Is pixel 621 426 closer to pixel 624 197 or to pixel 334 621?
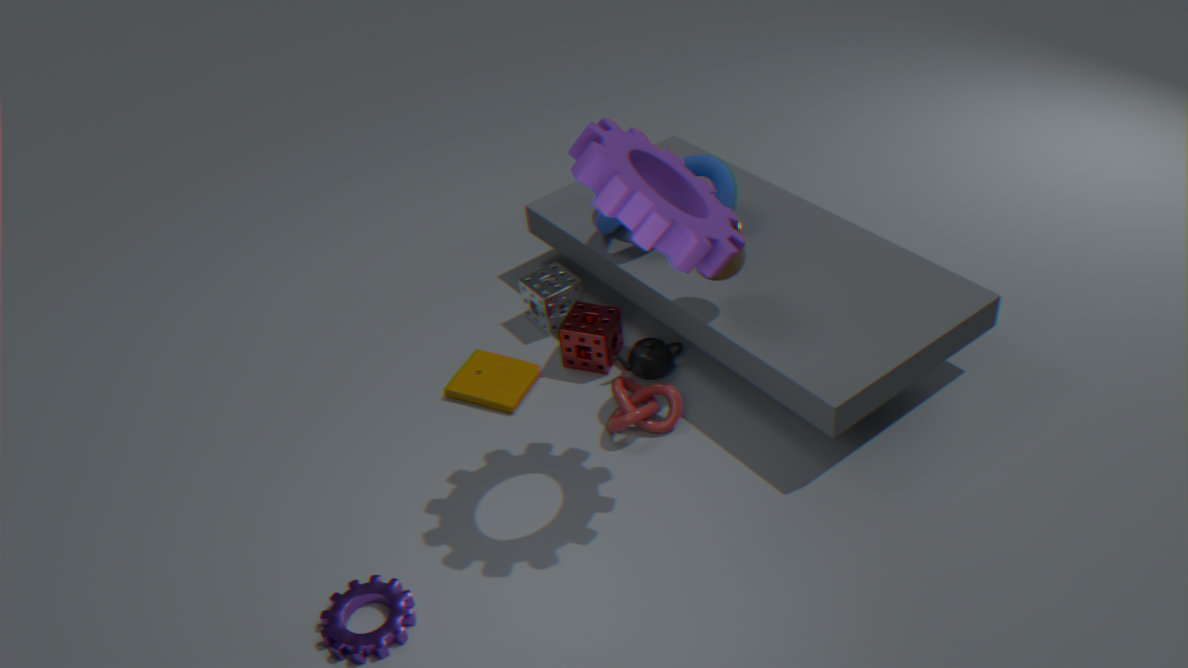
pixel 624 197
